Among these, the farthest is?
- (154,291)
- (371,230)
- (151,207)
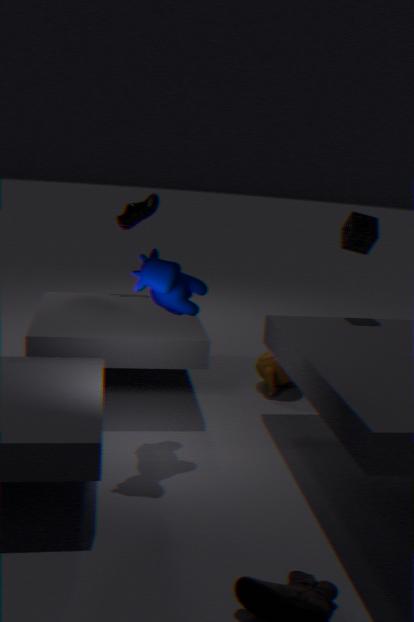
(151,207)
